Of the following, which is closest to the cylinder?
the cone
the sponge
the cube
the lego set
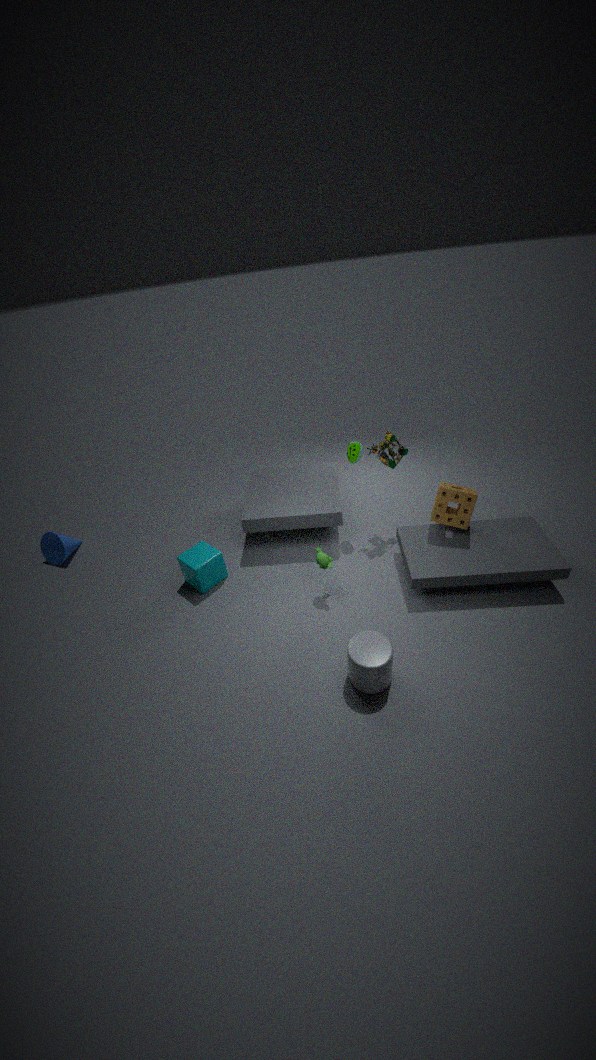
the sponge
